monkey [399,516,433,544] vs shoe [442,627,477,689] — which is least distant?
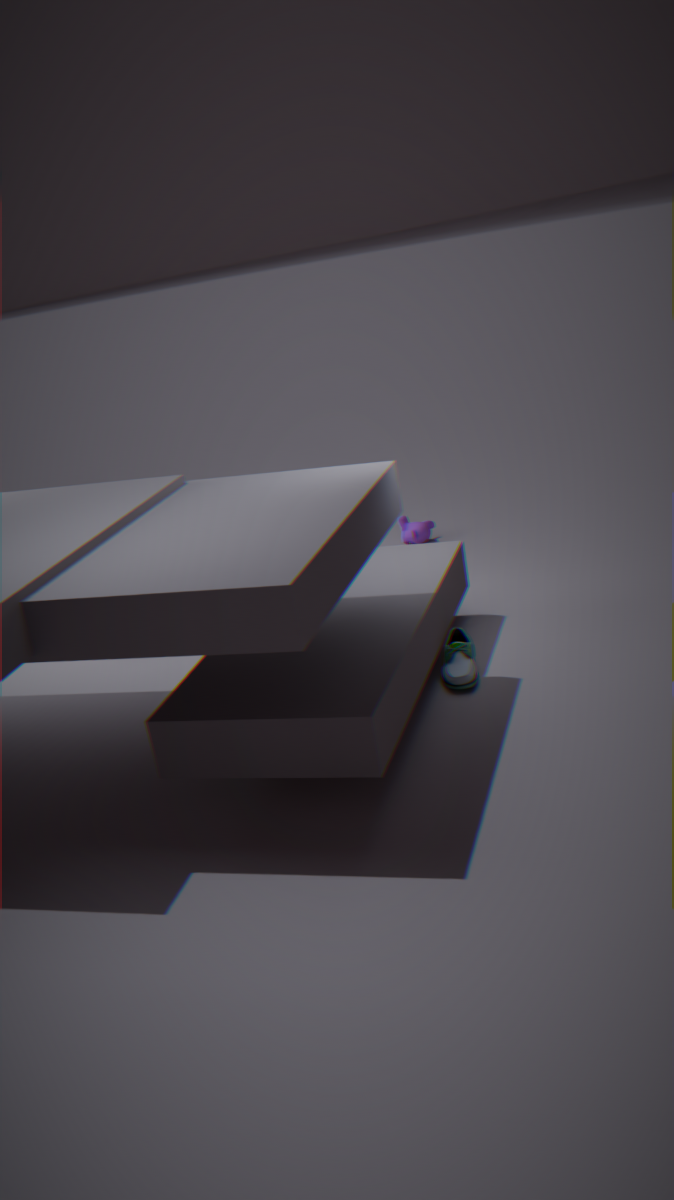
shoe [442,627,477,689]
